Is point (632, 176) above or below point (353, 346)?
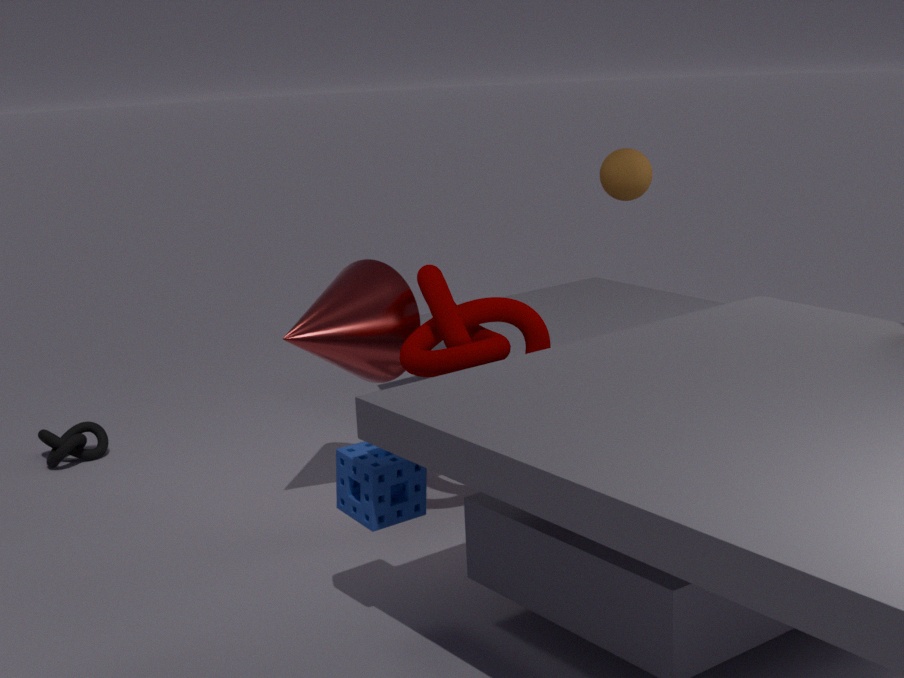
above
